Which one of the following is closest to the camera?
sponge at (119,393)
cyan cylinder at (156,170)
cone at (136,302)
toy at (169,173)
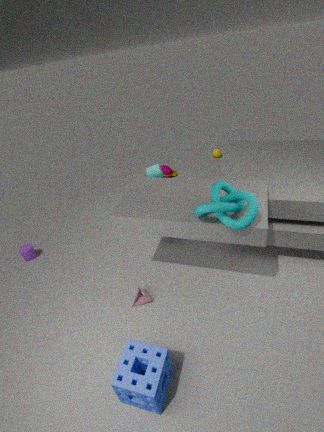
sponge at (119,393)
